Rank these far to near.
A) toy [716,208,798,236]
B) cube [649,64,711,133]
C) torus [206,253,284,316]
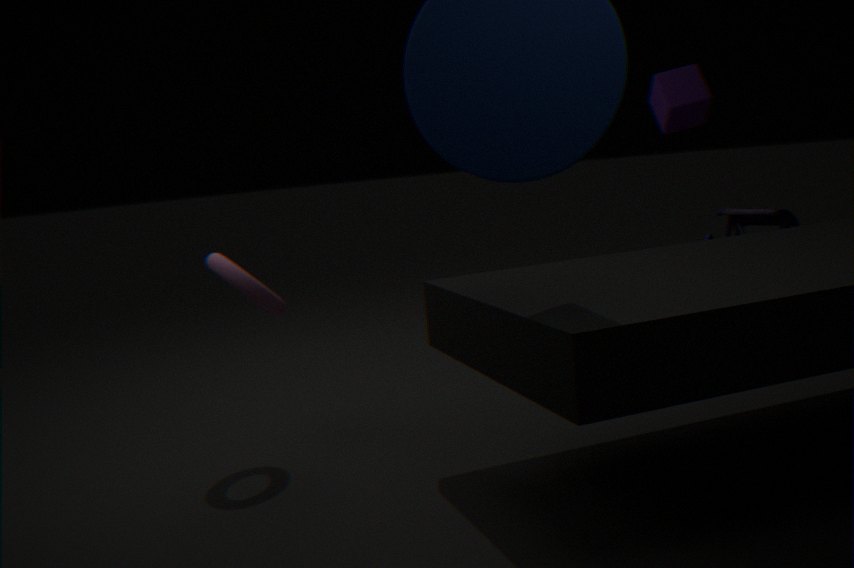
toy [716,208,798,236], cube [649,64,711,133], torus [206,253,284,316]
